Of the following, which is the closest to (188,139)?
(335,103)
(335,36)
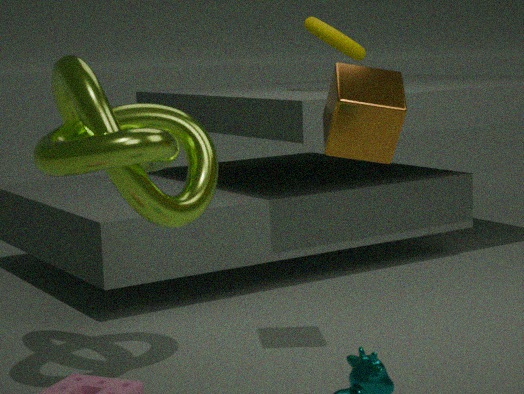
(335,103)
